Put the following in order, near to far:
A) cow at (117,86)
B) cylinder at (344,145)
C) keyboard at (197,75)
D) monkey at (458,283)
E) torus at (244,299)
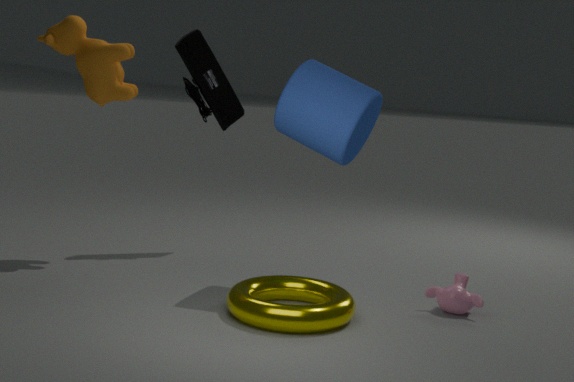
torus at (244,299) → cylinder at (344,145) → monkey at (458,283) → cow at (117,86) → keyboard at (197,75)
